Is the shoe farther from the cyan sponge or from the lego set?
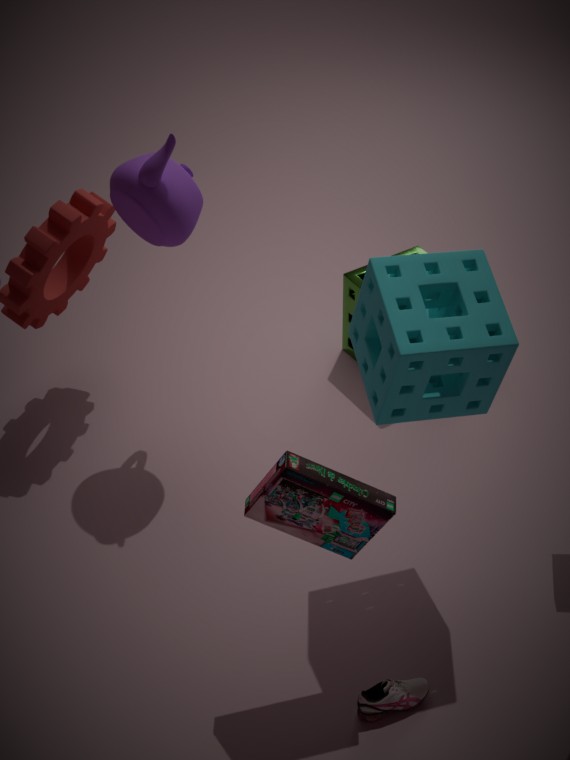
the cyan sponge
